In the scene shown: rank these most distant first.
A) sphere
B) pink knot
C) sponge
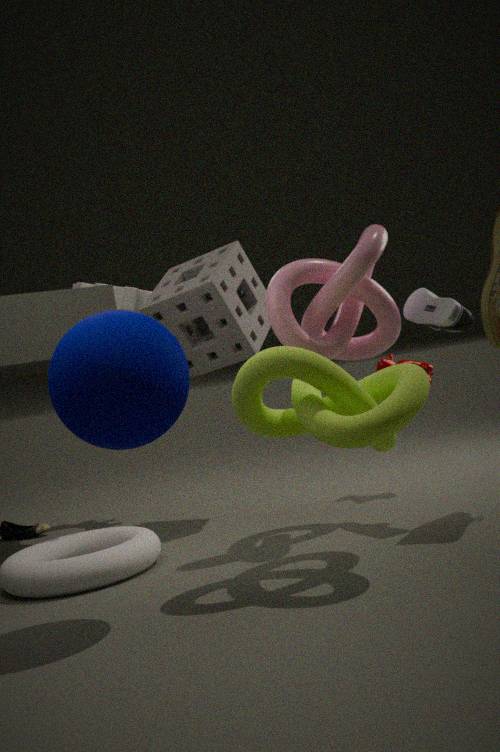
sponge, pink knot, sphere
